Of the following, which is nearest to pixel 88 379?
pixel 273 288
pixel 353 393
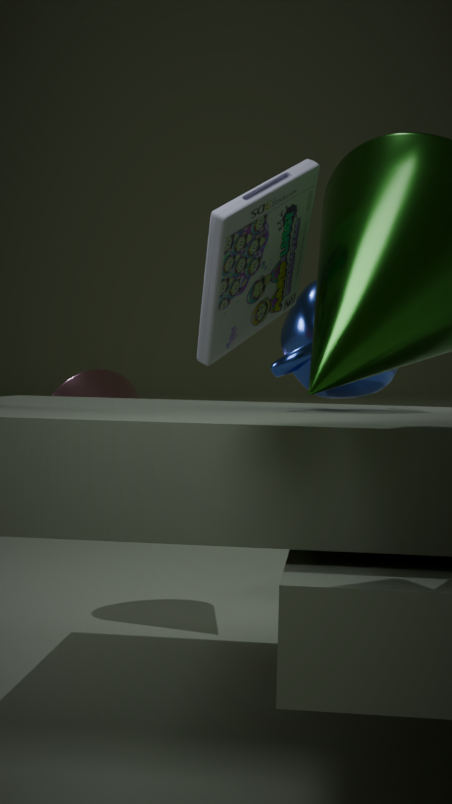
pixel 353 393
